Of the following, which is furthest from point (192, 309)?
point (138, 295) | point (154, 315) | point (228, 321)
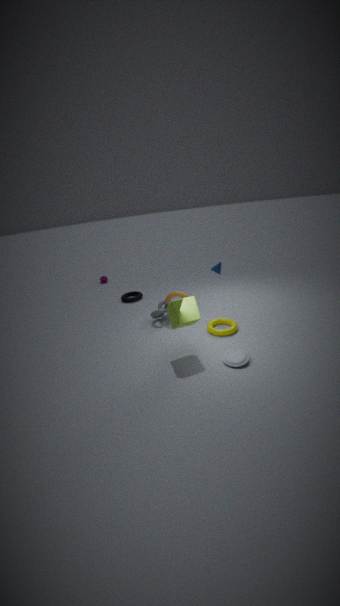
point (138, 295)
